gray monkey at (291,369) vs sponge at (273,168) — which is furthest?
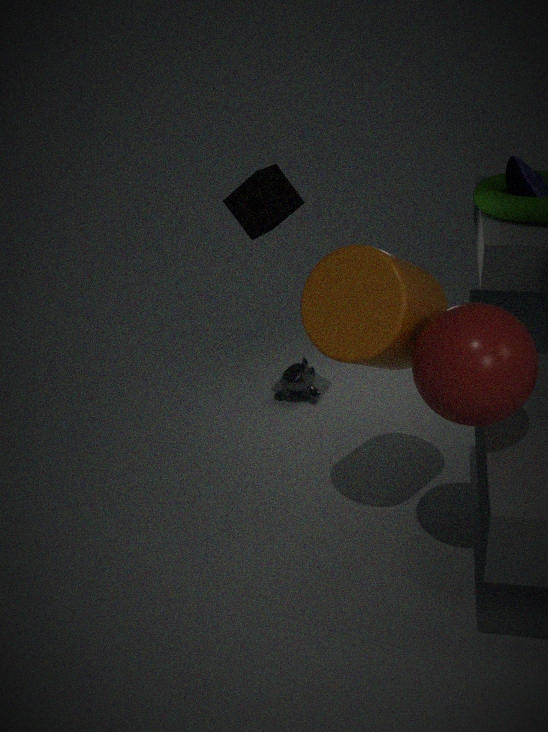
gray monkey at (291,369)
